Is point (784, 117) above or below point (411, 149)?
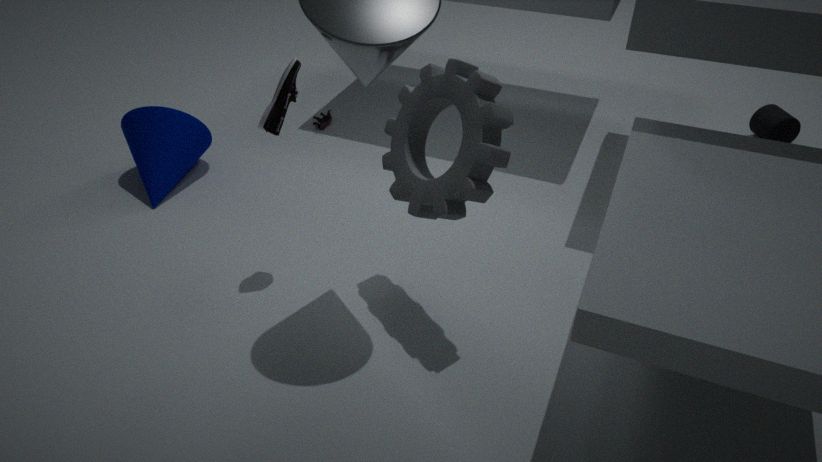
below
